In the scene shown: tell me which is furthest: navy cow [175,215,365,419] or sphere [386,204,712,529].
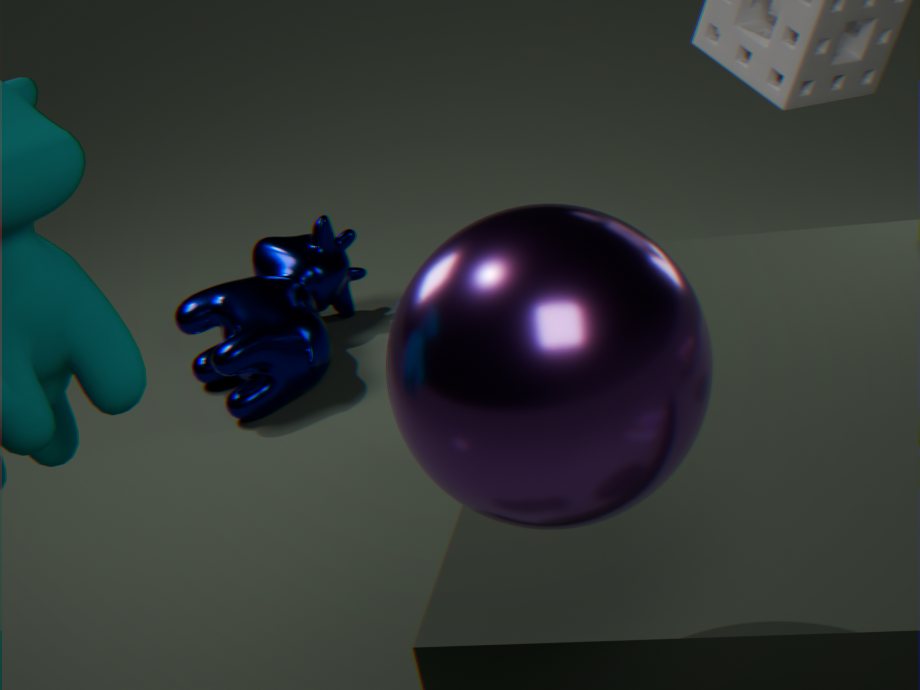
navy cow [175,215,365,419]
